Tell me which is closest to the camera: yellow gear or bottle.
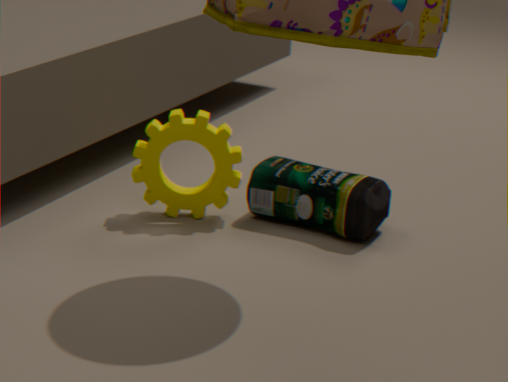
bottle
